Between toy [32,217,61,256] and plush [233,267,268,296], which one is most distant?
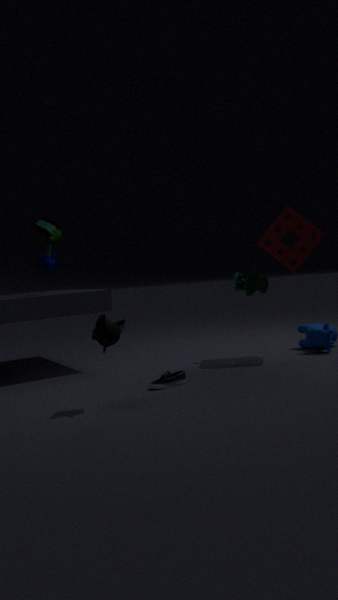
plush [233,267,268,296]
